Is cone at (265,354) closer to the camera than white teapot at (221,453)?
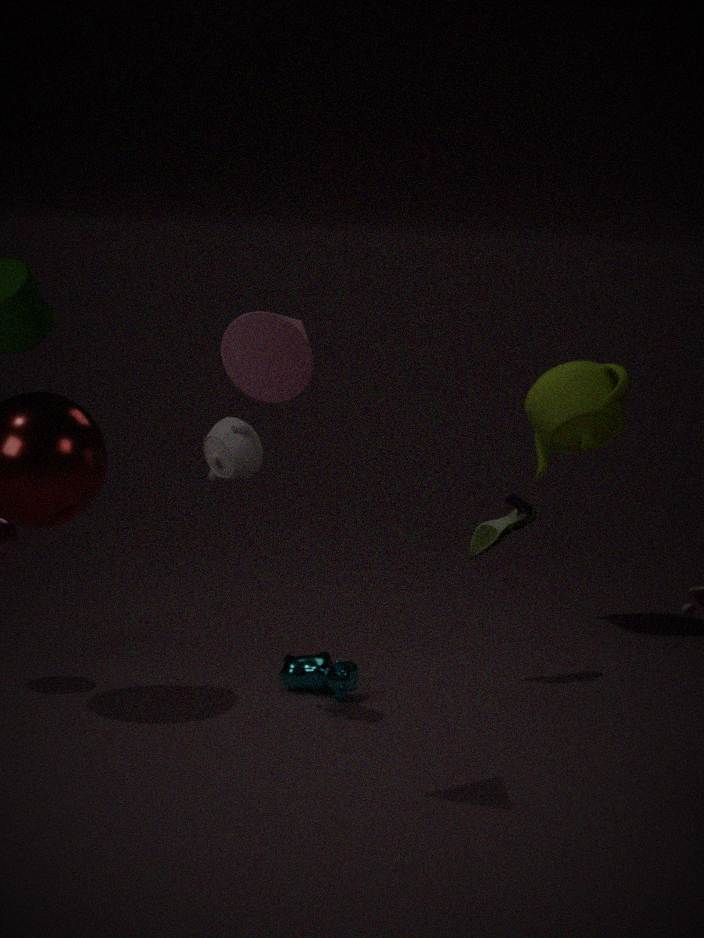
Yes
